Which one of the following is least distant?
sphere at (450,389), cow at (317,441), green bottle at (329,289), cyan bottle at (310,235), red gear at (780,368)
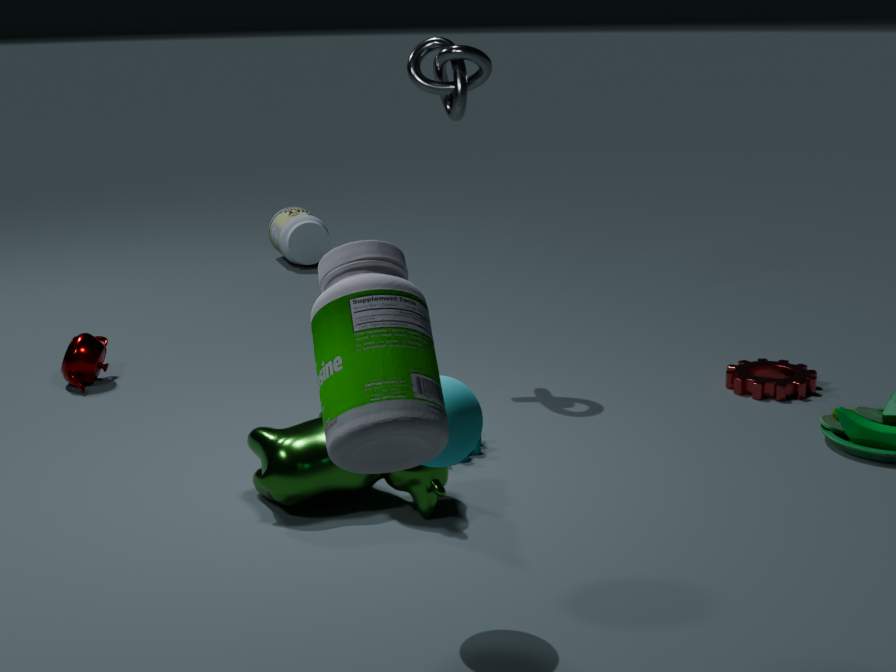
green bottle at (329,289)
